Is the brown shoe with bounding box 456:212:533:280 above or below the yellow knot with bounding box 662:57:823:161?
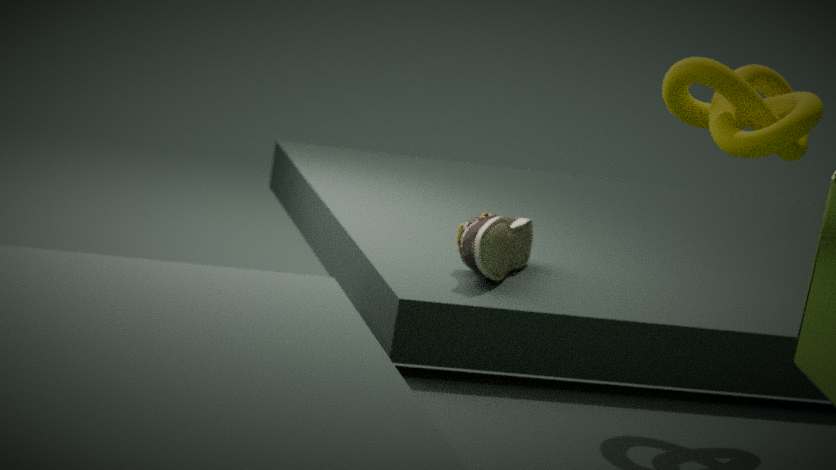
below
